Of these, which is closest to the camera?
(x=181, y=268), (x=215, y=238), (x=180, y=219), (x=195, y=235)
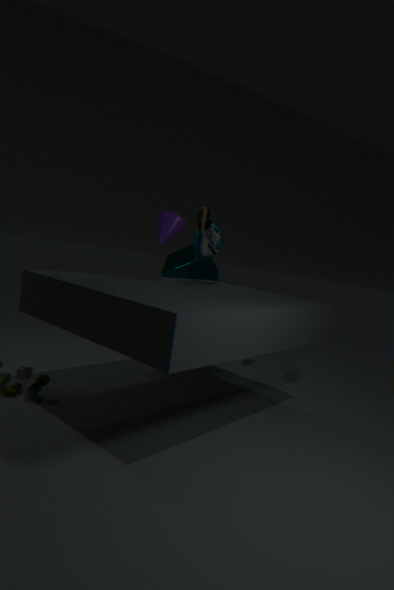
(x=180, y=219)
